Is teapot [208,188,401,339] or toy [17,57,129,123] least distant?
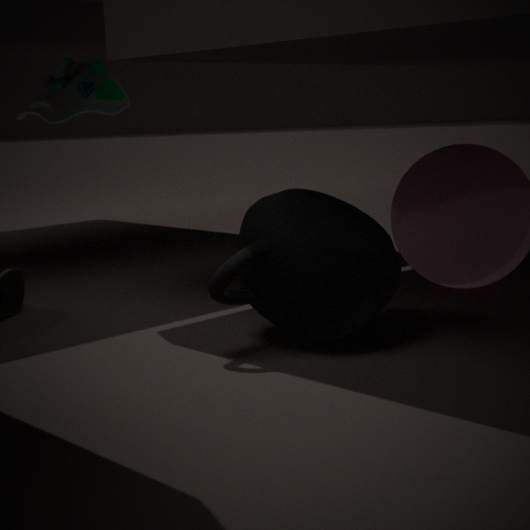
teapot [208,188,401,339]
